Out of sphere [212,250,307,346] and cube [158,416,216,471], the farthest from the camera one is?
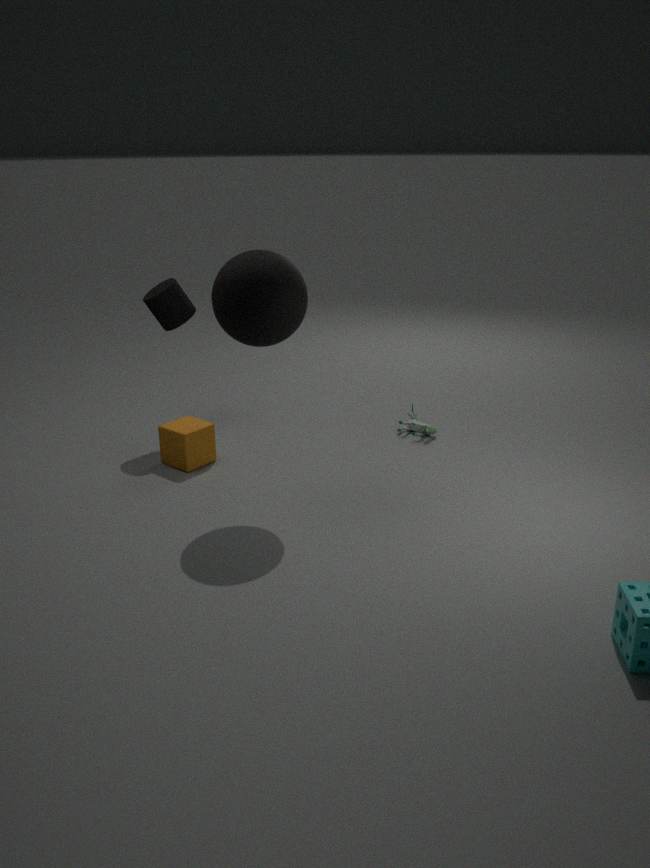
cube [158,416,216,471]
